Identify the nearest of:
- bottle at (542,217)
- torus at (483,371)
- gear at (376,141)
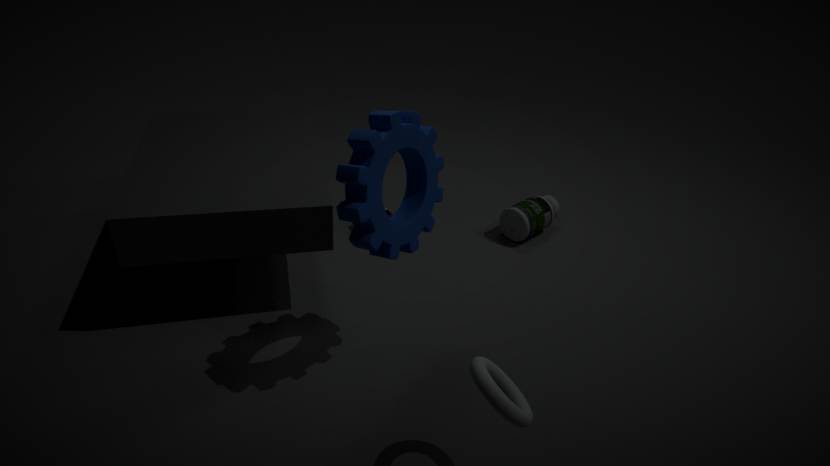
torus at (483,371)
